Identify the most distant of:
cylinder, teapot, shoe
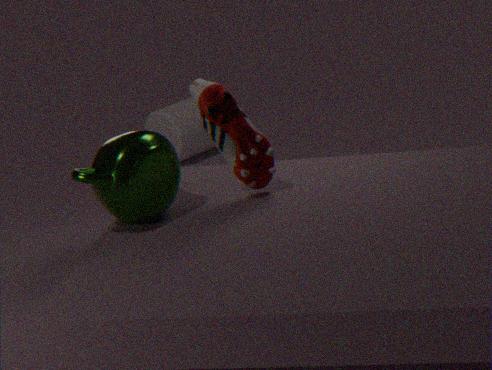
cylinder
